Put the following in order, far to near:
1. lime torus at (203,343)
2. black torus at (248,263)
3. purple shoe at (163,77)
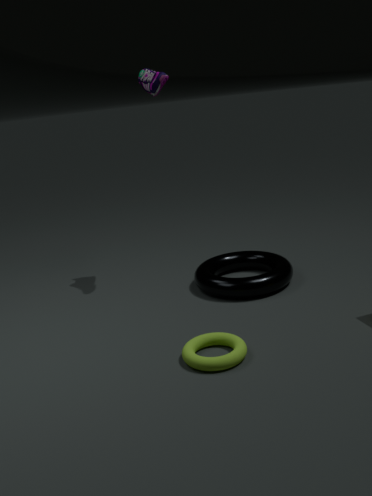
1. purple shoe at (163,77)
2. black torus at (248,263)
3. lime torus at (203,343)
